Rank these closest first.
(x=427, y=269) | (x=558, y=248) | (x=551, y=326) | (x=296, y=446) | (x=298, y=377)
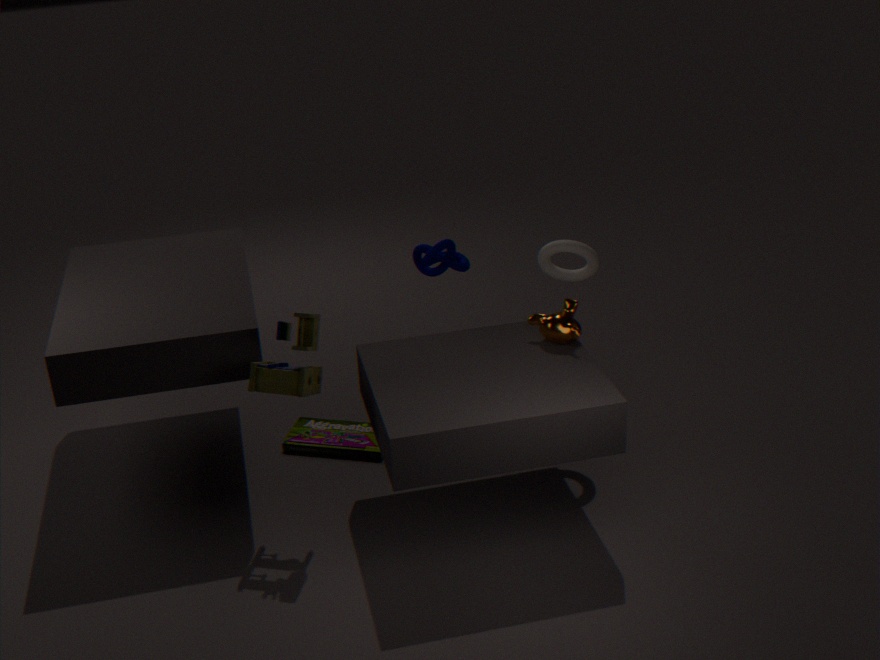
(x=298, y=377), (x=551, y=326), (x=558, y=248), (x=296, y=446), (x=427, y=269)
